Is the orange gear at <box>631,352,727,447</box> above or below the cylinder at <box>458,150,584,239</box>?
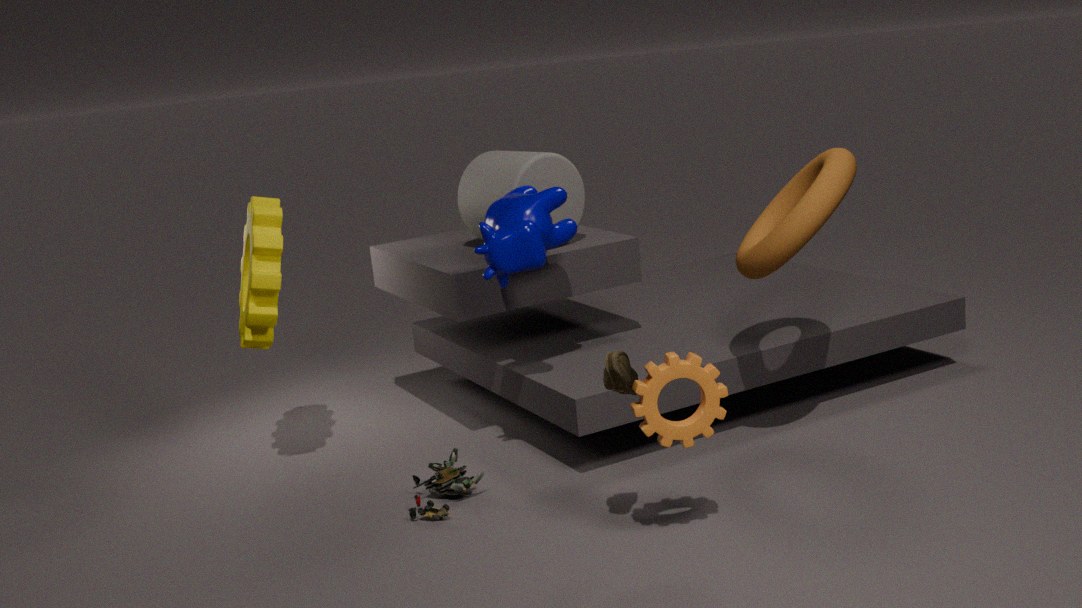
below
